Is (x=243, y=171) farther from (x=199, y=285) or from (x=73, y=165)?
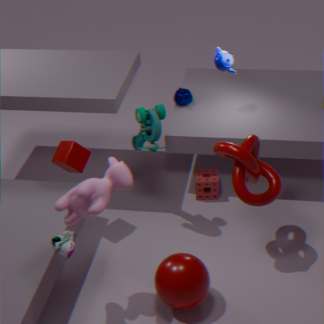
(x=73, y=165)
